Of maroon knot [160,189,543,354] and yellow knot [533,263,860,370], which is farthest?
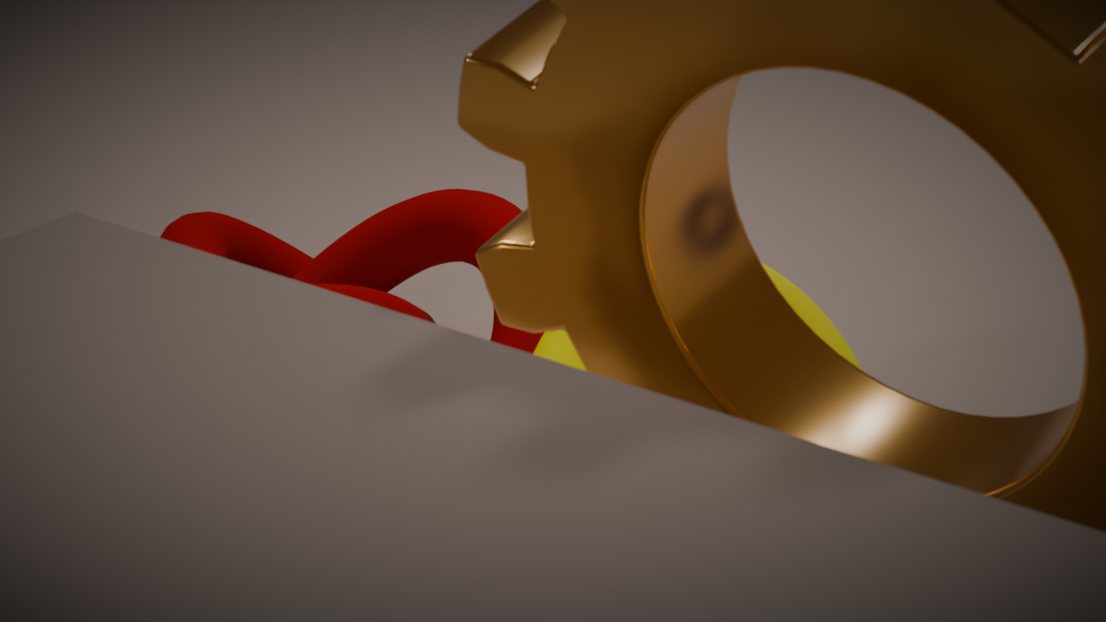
maroon knot [160,189,543,354]
